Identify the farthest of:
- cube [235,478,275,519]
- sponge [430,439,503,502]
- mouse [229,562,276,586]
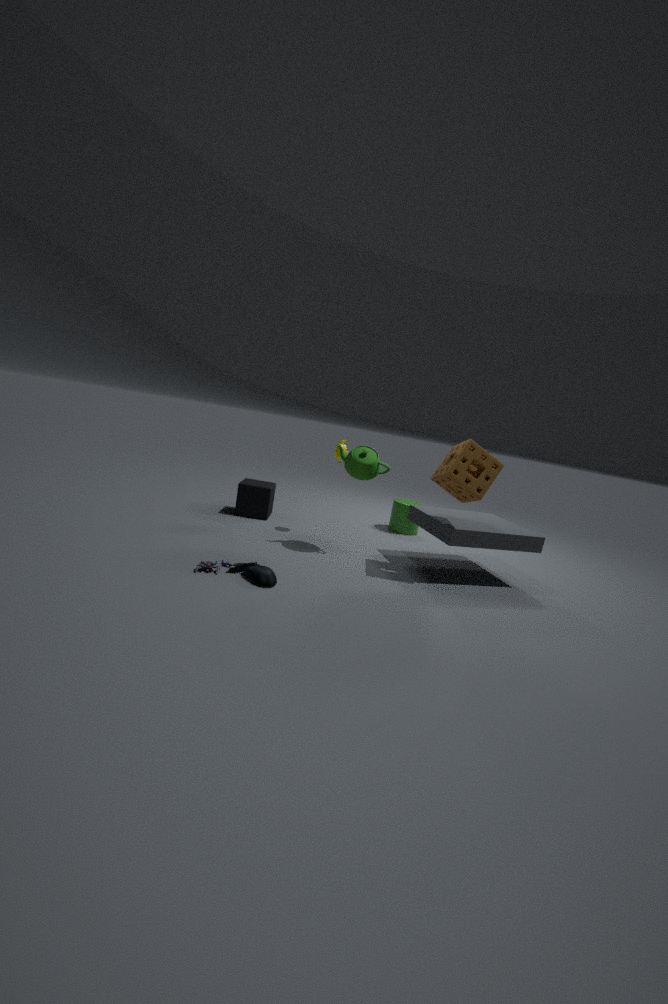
cube [235,478,275,519]
